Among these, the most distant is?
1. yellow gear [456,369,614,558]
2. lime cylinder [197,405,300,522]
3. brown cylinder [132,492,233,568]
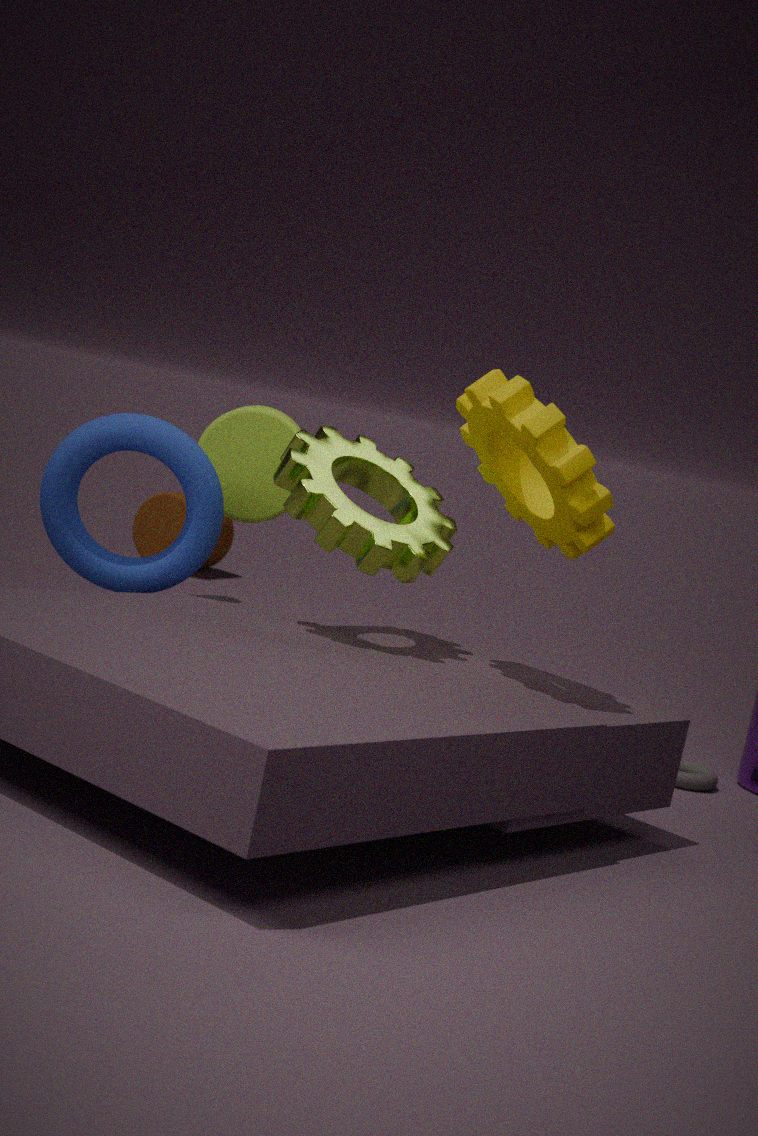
brown cylinder [132,492,233,568]
